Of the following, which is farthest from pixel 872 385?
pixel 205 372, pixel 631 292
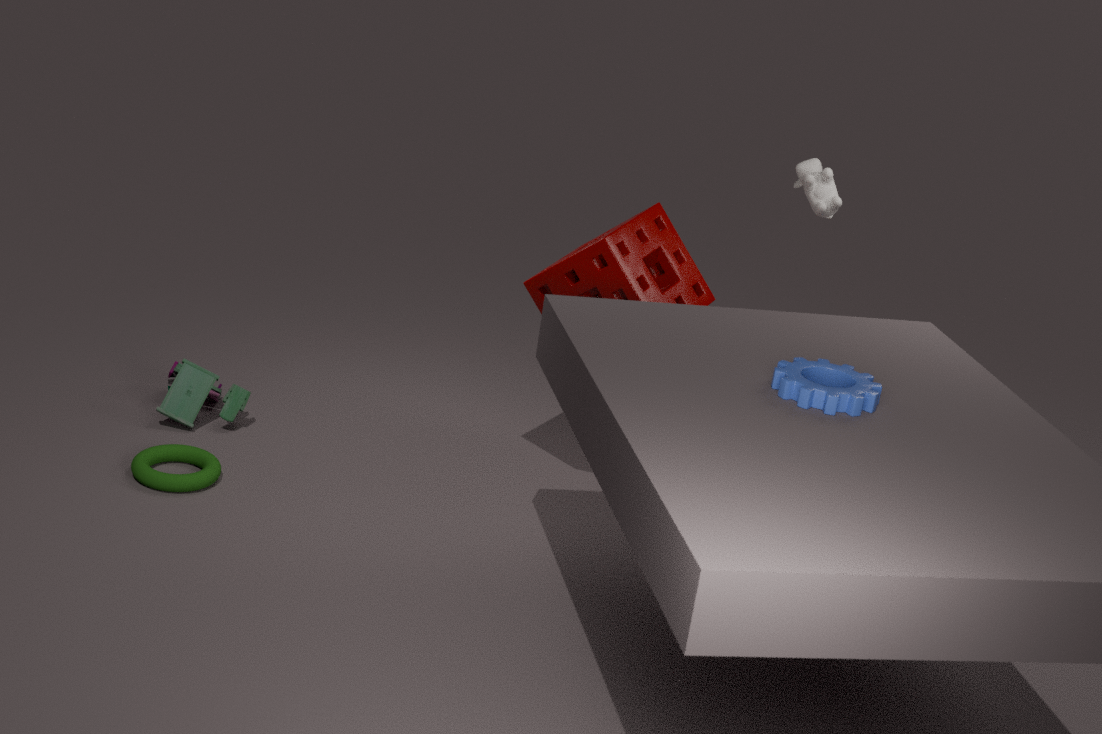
pixel 205 372
